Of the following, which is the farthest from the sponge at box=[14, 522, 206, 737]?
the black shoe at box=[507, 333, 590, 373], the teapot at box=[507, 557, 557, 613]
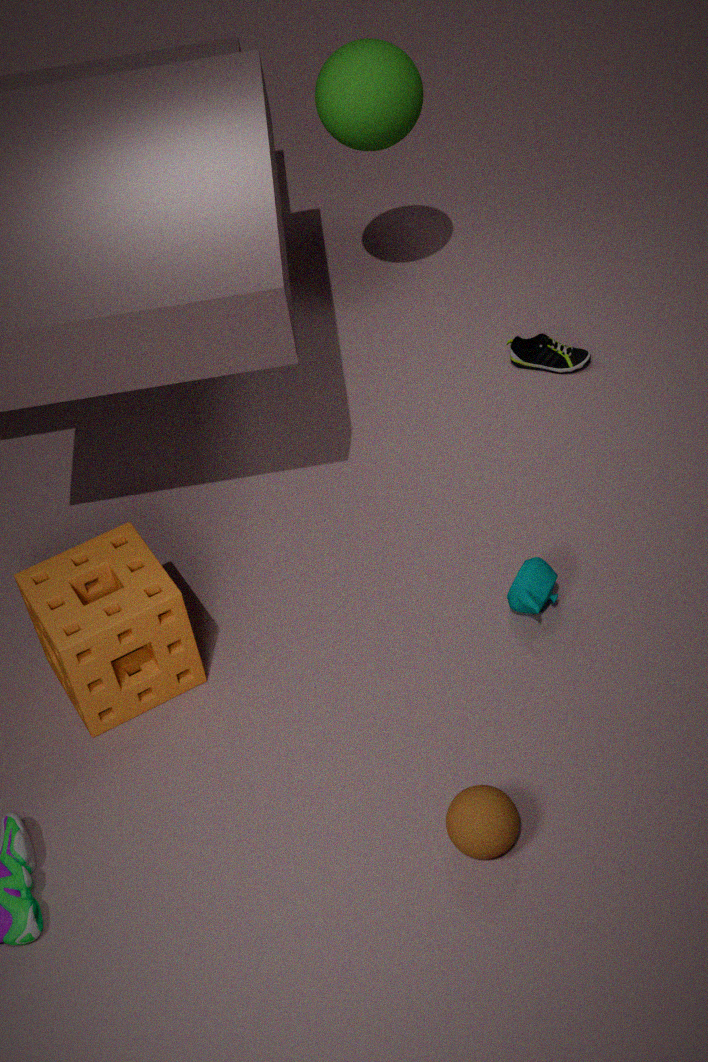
the black shoe at box=[507, 333, 590, 373]
